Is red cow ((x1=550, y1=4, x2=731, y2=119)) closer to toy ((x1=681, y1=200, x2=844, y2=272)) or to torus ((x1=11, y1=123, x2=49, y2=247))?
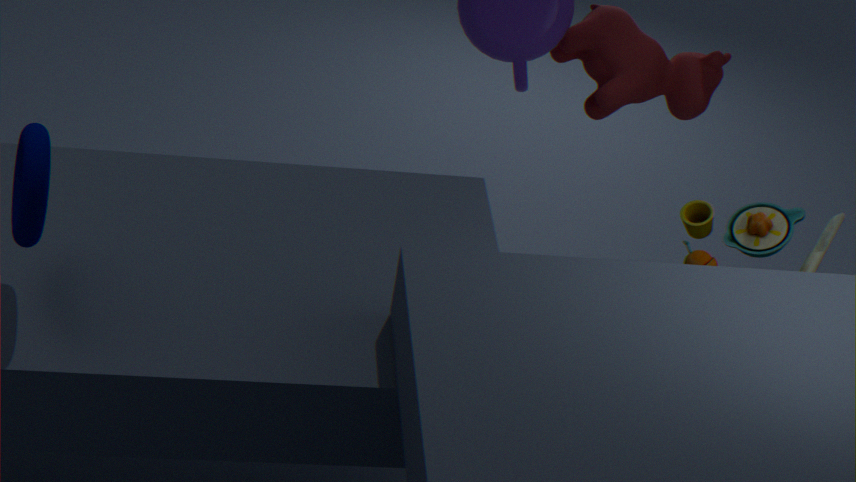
toy ((x1=681, y1=200, x2=844, y2=272))
